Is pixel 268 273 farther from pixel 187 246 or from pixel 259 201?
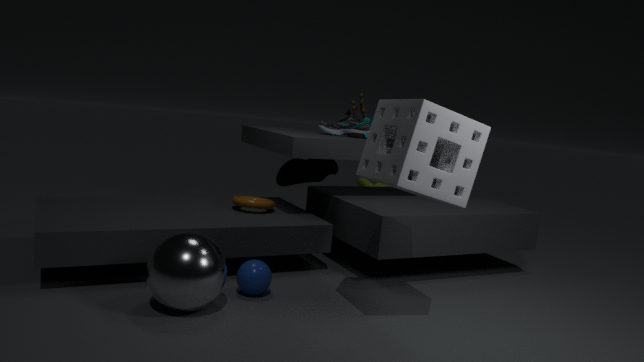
pixel 259 201
